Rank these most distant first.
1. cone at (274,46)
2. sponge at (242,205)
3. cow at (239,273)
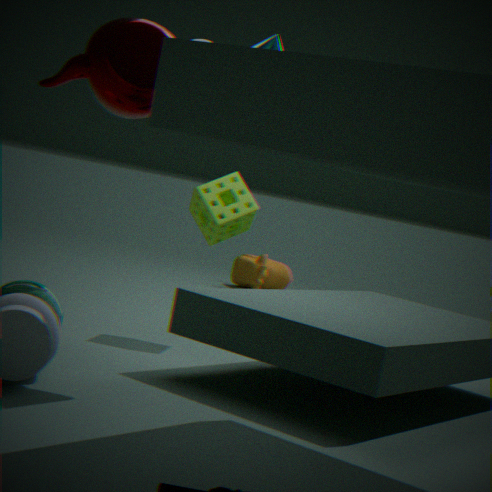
cow at (239,273)
sponge at (242,205)
cone at (274,46)
